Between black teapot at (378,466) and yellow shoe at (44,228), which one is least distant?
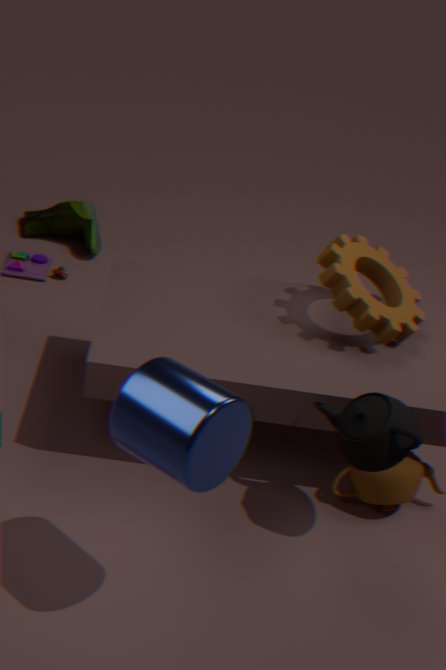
black teapot at (378,466)
